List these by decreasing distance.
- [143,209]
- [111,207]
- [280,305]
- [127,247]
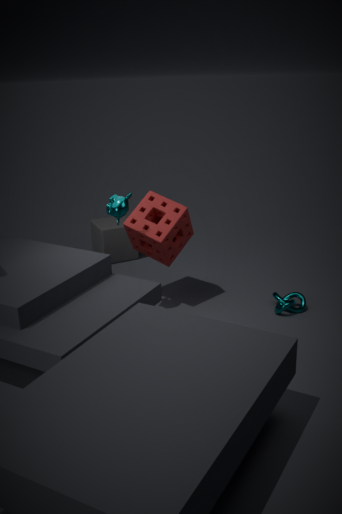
[127,247] → [280,305] → [143,209] → [111,207]
